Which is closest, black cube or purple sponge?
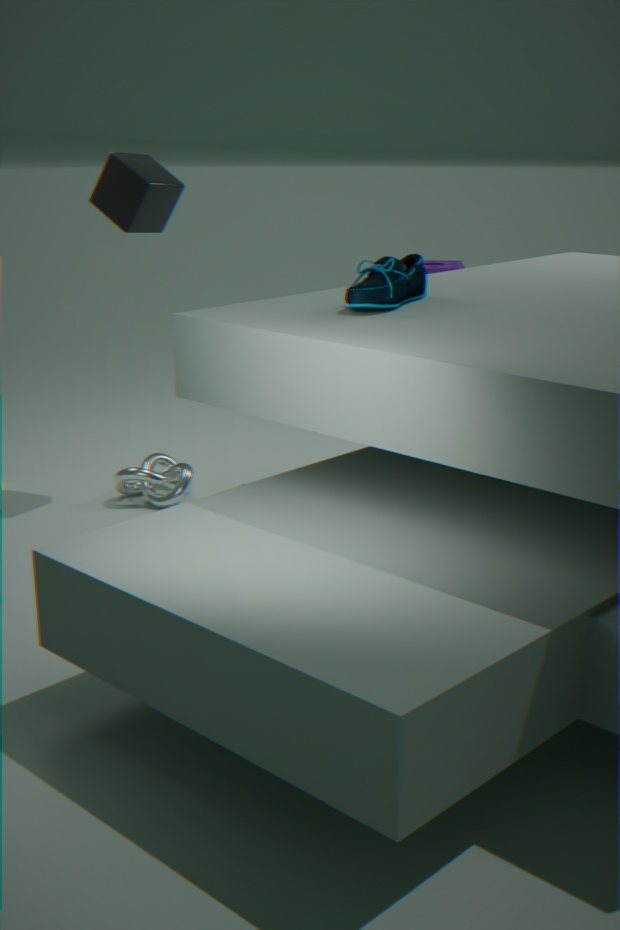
black cube
